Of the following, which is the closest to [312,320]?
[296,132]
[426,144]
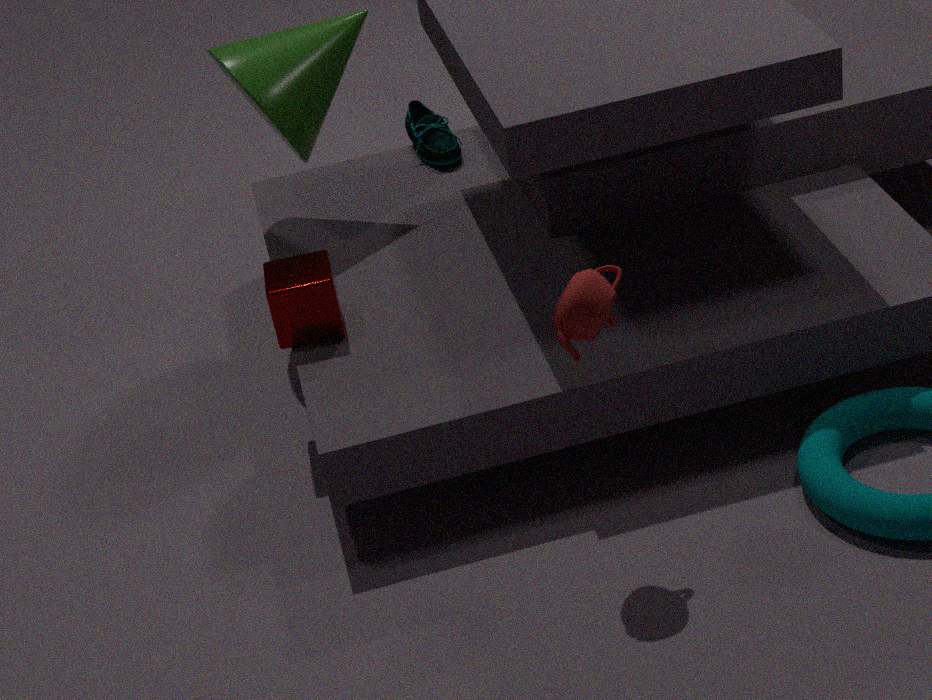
[296,132]
